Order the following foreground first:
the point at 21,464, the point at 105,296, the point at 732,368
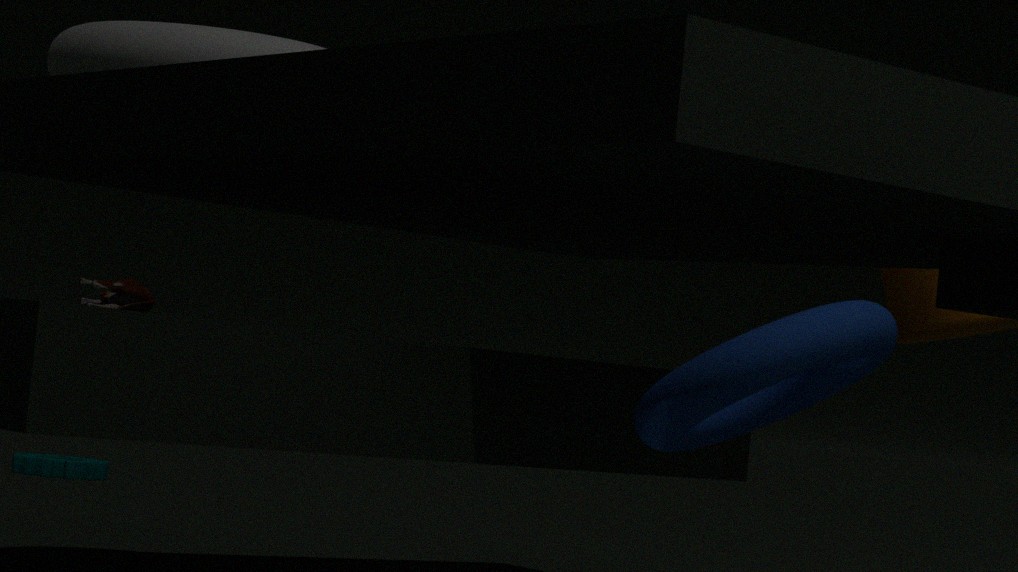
the point at 732,368 < the point at 105,296 < the point at 21,464
